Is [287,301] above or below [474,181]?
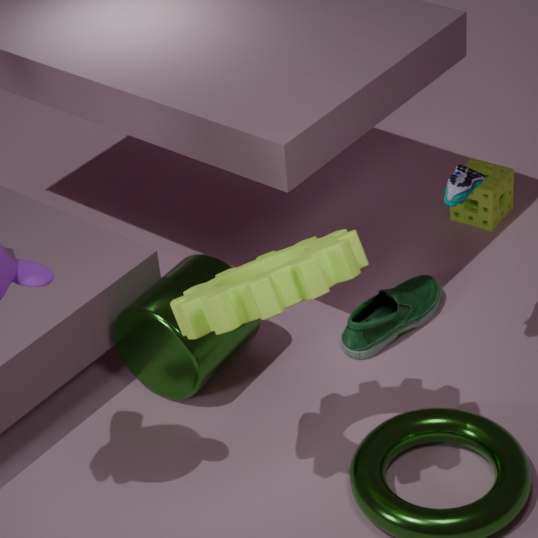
above
